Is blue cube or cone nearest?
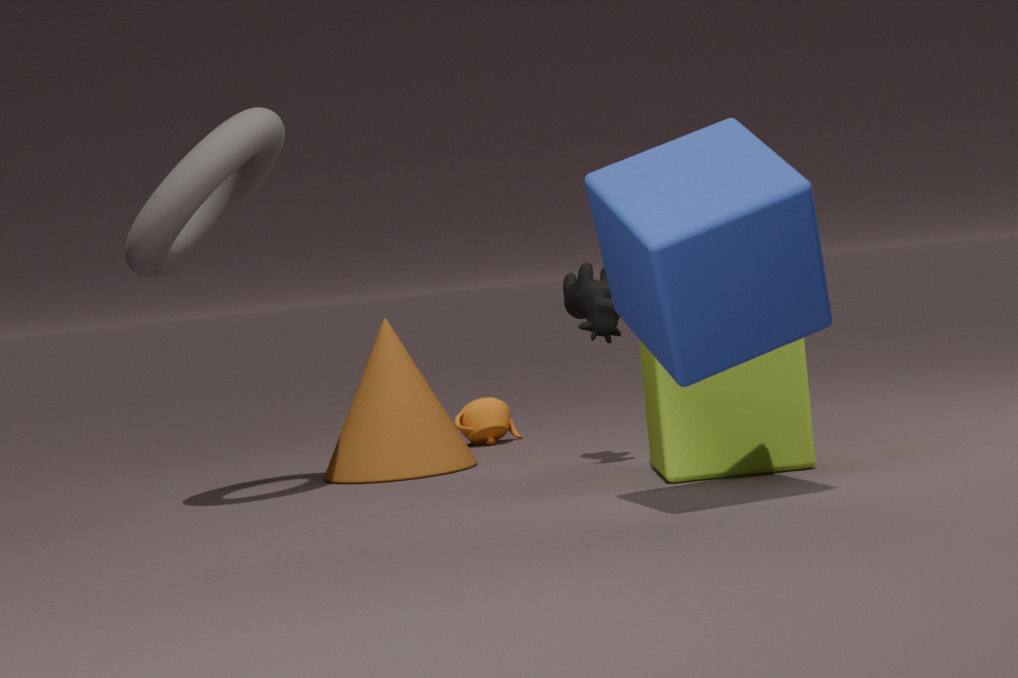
blue cube
